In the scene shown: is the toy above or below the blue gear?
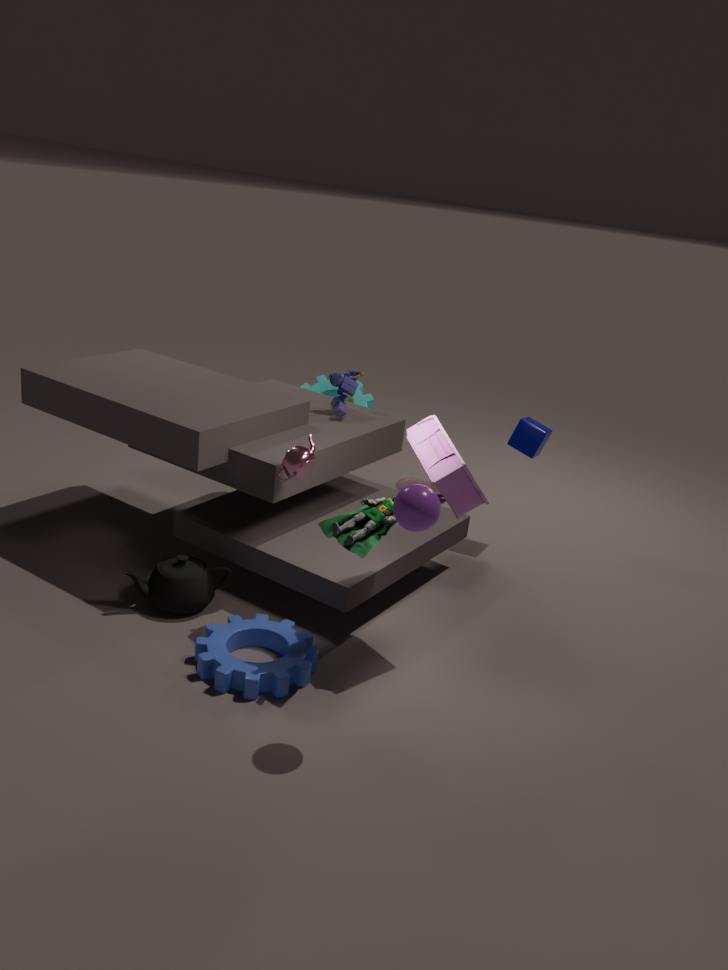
above
